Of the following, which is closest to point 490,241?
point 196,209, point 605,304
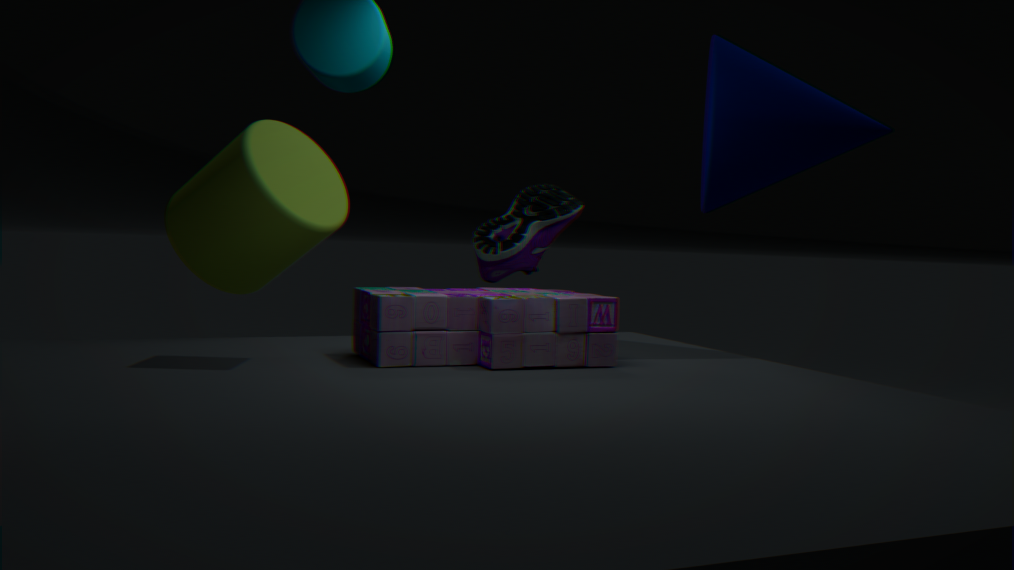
point 196,209
